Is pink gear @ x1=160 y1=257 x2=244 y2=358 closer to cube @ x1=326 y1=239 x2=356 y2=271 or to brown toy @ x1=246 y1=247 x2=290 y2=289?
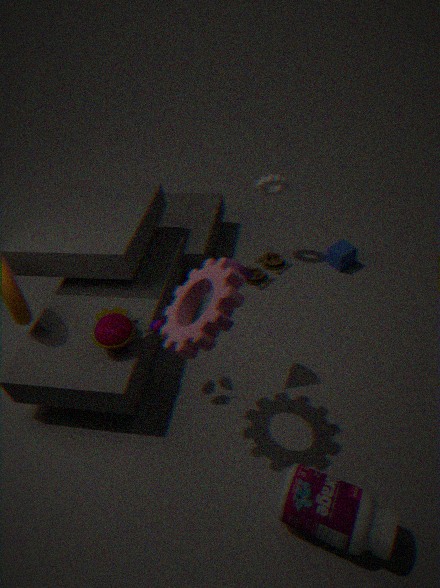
brown toy @ x1=246 y1=247 x2=290 y2=289
